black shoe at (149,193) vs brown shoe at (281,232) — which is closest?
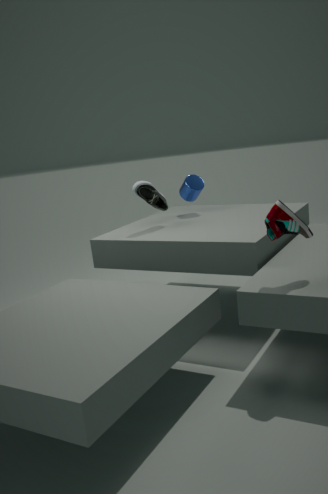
brown shoe at (281,232)
